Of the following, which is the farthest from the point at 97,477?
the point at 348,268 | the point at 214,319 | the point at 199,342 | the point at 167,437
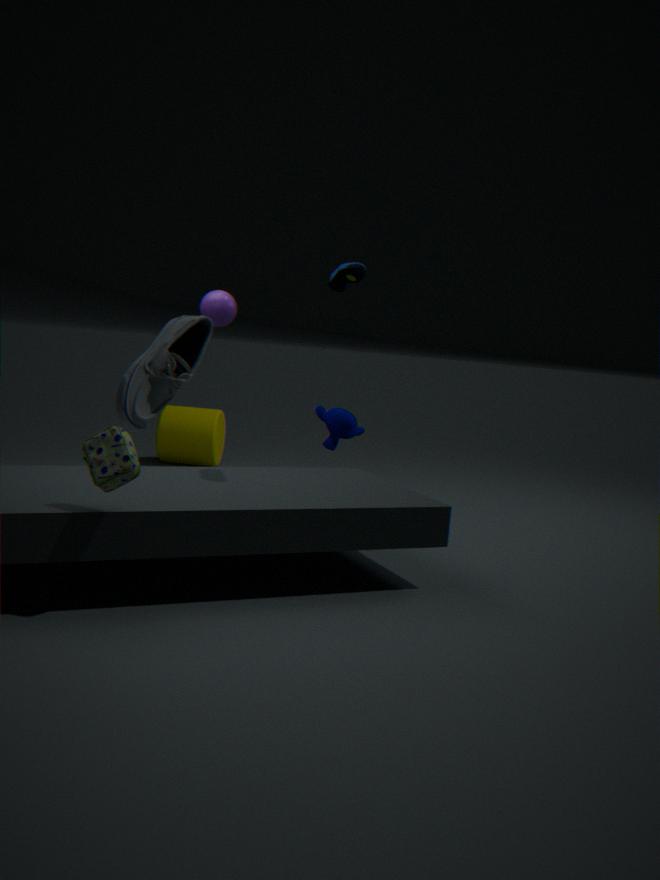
the point at 167,437
